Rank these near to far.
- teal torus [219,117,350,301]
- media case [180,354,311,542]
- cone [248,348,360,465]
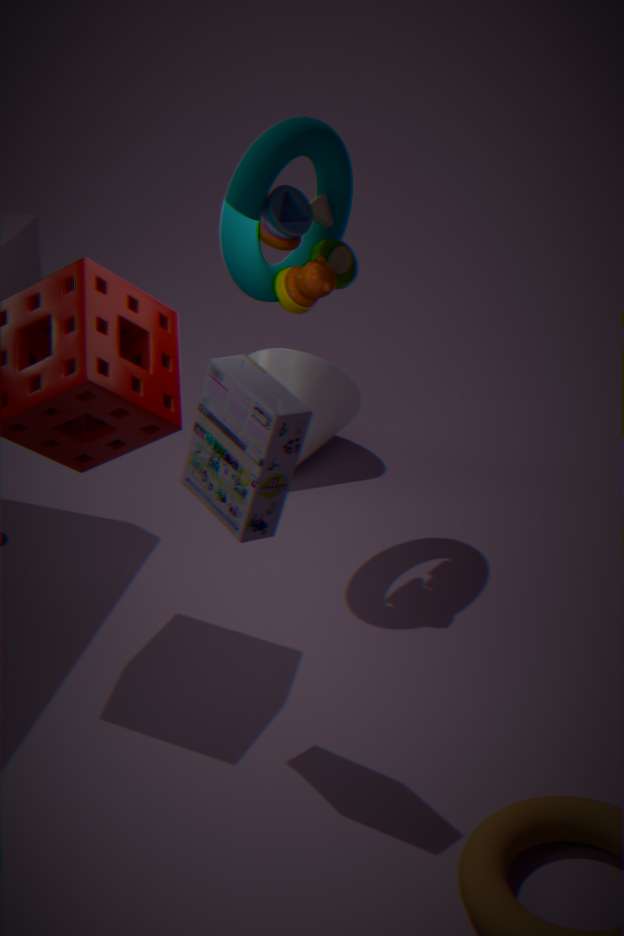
media case [180,354,311,542] < teal torus [219,117,350,301] < cone [248,348,360,465]
